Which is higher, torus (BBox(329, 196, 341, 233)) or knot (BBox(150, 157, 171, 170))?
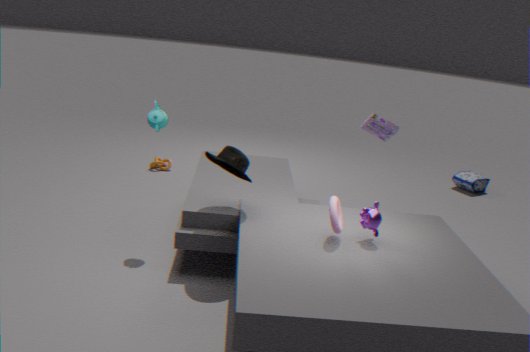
torus (BBox(329, 196, 341, 233))
